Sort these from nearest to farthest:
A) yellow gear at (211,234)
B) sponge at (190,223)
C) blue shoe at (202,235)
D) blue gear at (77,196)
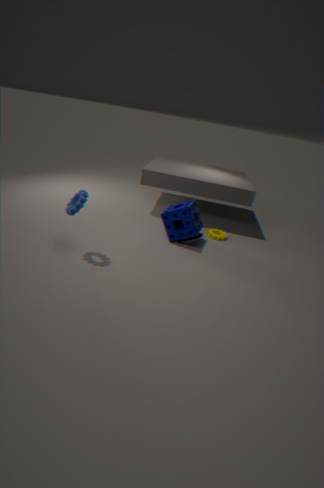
blue gear at (77,196) < sponge at (190,223) < blue shoe at (202,235) < yellow gear at (211,234)
